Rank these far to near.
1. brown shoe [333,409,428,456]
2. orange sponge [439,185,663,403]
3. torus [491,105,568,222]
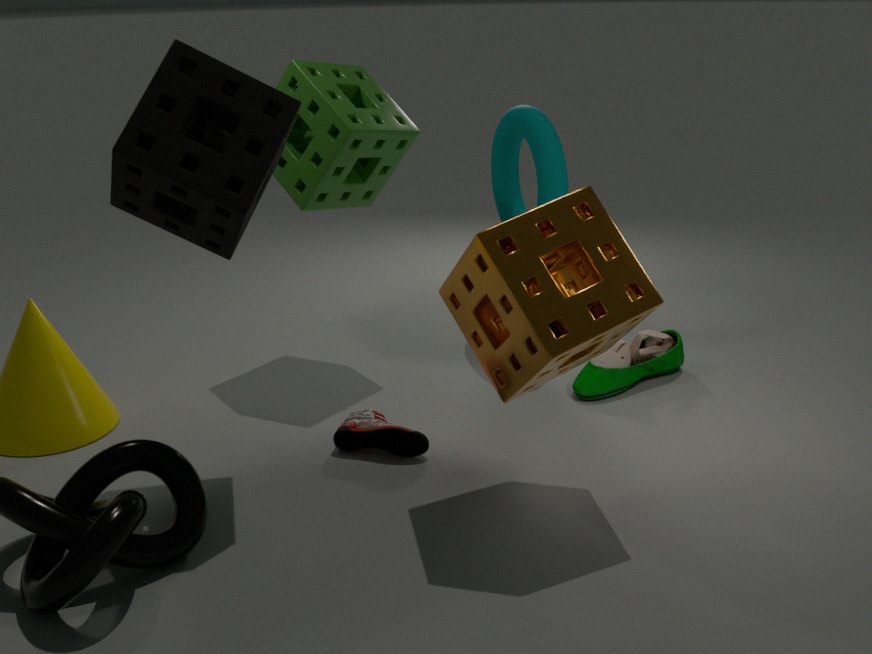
torus [491,105,568,222], brown shoe [333,409,428,456], orange sponge [439,185,663,403]
